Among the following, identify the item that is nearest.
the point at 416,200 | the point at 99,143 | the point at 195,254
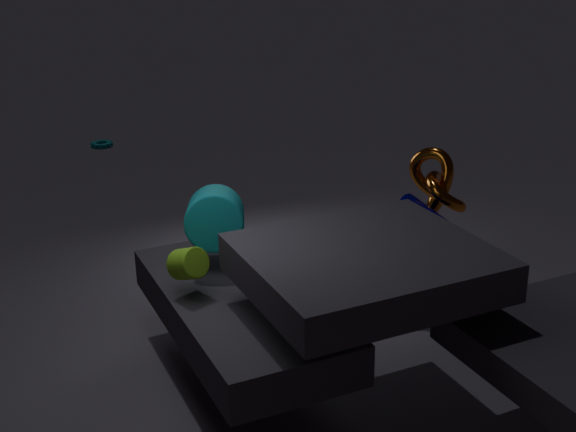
the point at 195,254
